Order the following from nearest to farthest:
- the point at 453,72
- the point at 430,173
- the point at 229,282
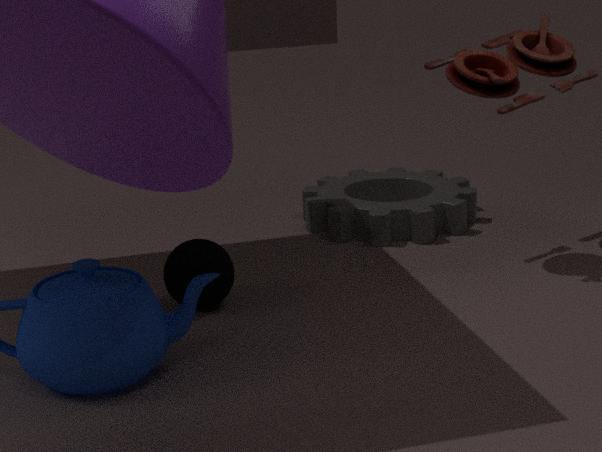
1. the point at 229,282
2. the point at 453,72
3. the point at 430,173
